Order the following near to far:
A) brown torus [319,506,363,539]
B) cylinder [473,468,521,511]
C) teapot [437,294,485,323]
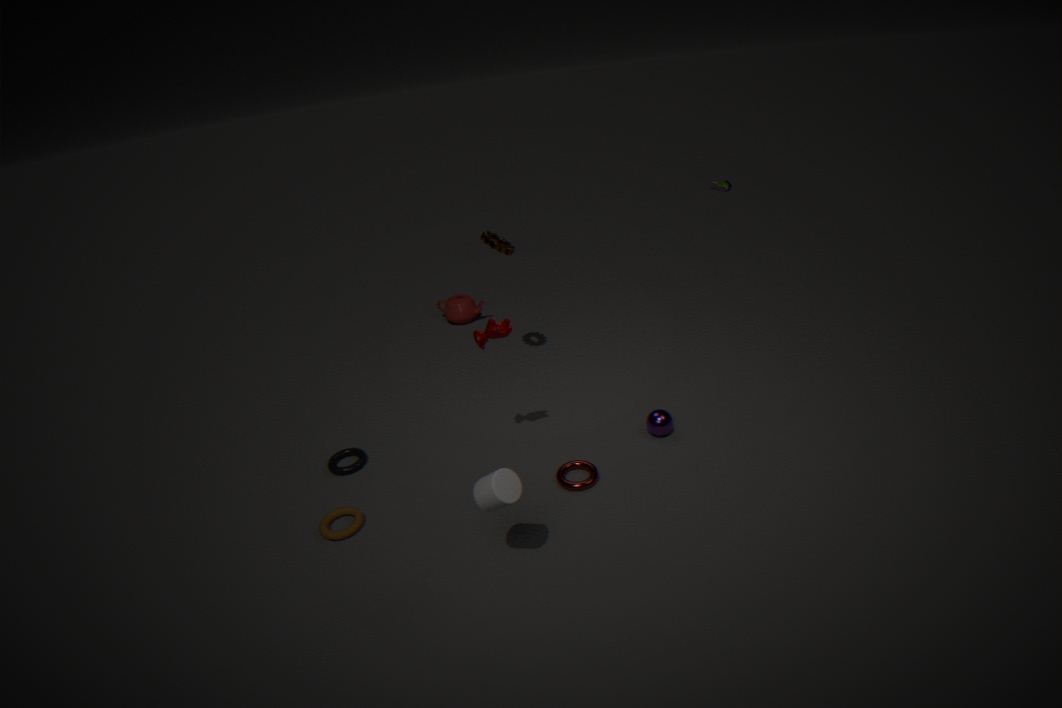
cylinder [473,468,521,511] → brown torus [319,506,363,539] → teapot [437,294,485,323]
